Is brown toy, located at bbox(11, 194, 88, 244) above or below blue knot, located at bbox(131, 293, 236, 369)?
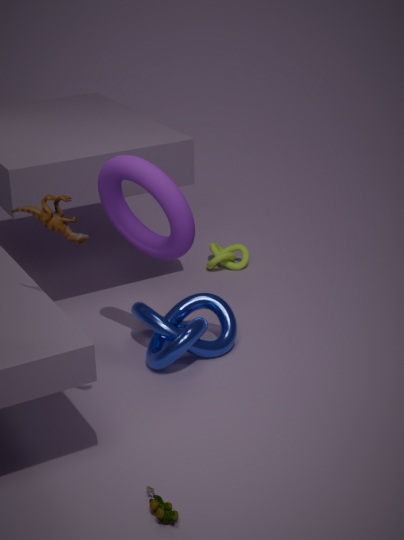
above
